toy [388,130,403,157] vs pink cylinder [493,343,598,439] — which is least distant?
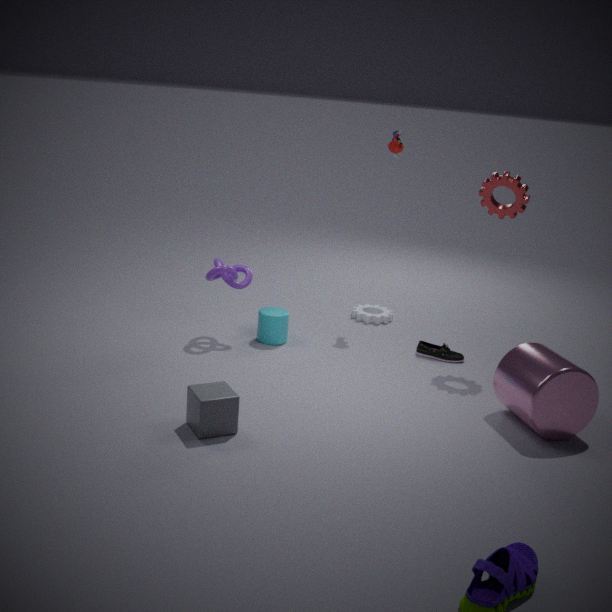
pink cylinder [493,343,598,439]
